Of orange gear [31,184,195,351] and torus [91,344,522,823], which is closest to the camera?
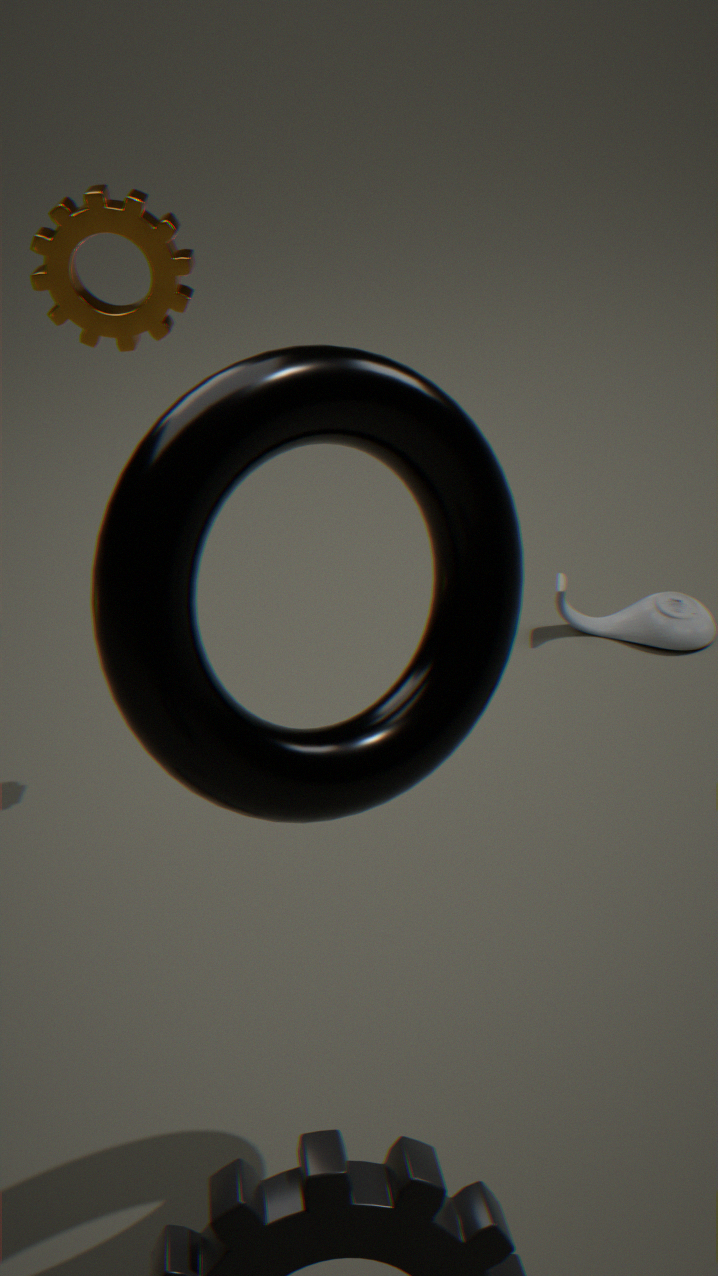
torus [91,344,522,823]
